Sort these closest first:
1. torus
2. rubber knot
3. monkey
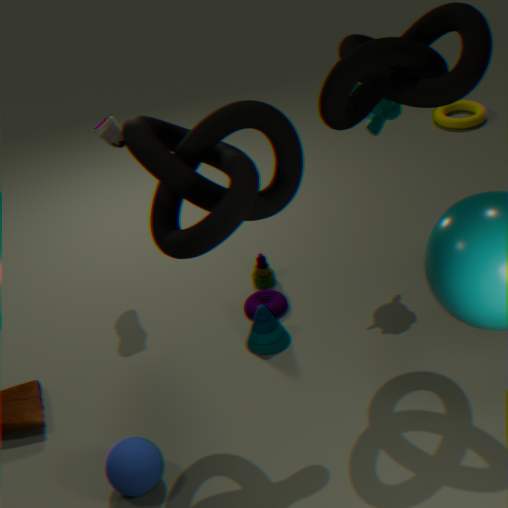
rubber knot < monkey < torus
